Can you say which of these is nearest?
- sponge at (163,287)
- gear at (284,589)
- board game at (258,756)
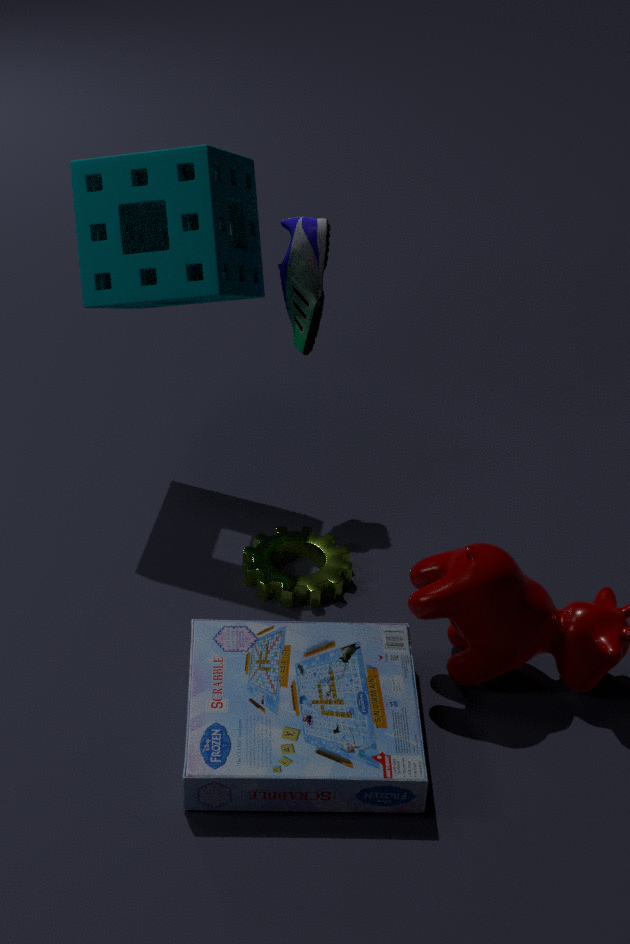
board game at (258,756)
